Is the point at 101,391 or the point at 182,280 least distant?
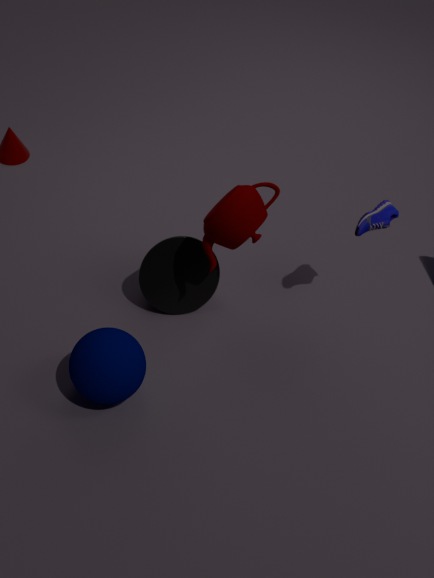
the point at 101,391
